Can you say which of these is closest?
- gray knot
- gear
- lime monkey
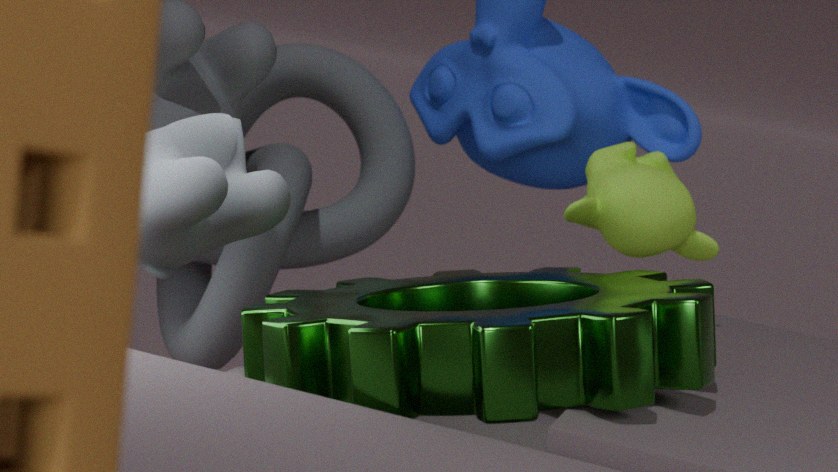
Result: gear
